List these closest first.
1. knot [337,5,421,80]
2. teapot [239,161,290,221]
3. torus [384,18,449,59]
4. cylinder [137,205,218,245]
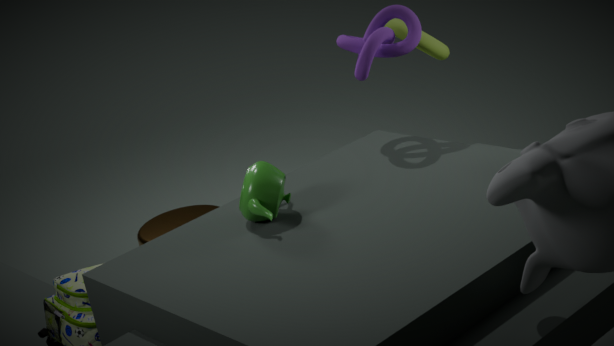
1. teapot [239,161,290,221]
2. knot [337,5,421,80]
3. torus [384,18,449,59]
4. cylinder [137,205,218,245]
